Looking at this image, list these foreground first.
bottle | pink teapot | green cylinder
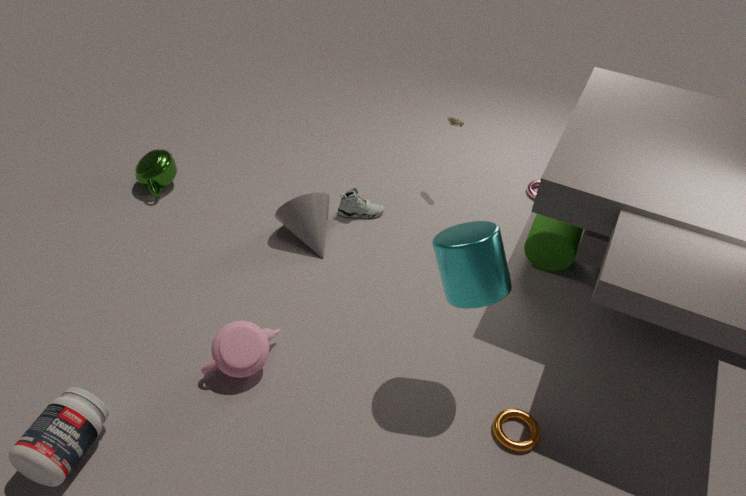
bottle → pink teapot → green cylinder
